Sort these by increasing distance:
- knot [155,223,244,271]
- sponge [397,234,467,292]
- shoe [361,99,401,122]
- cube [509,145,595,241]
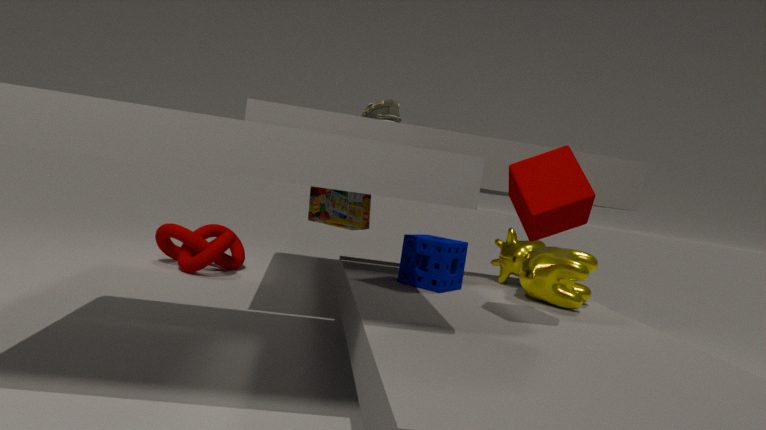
cube [509,145,595,241]
sponge [397,234,467,292]
shoe [361,99,401,122]
knot [155,223,244,271]
